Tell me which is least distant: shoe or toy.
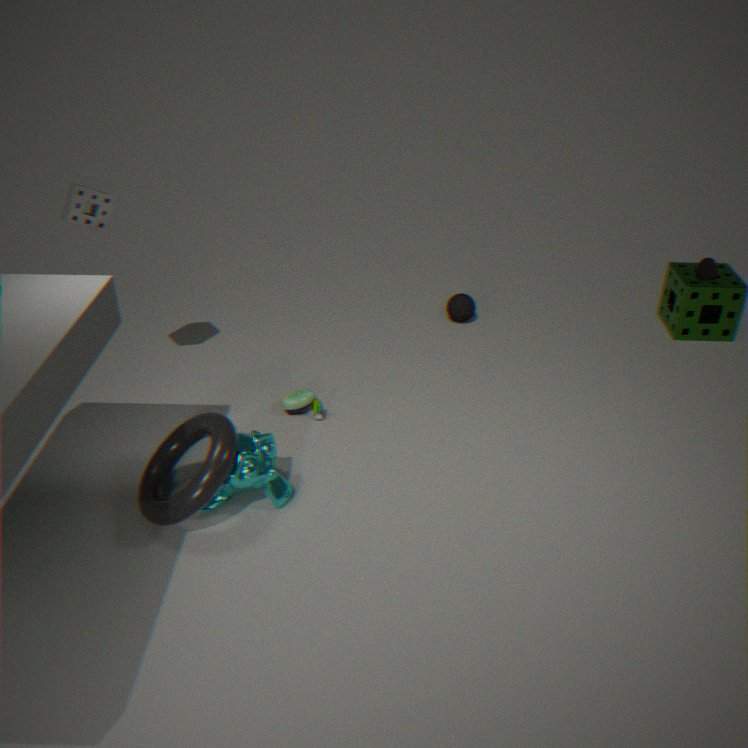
toy
